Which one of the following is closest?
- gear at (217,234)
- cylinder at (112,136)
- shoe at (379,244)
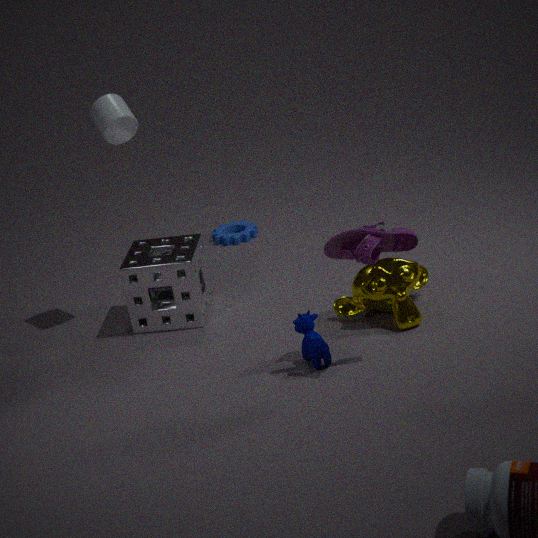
shoe at (379,244)
